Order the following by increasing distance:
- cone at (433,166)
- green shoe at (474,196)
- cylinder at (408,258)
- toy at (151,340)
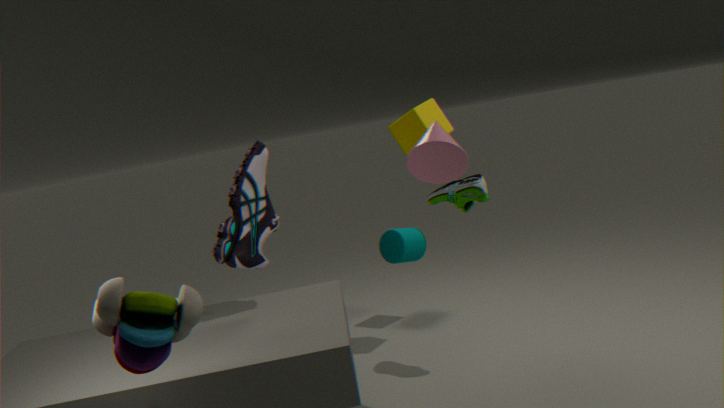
1. toy at (151,340)
2. cone at (433,166)
3. green shoe at (474,196)
4. cylinder at (408,258)
